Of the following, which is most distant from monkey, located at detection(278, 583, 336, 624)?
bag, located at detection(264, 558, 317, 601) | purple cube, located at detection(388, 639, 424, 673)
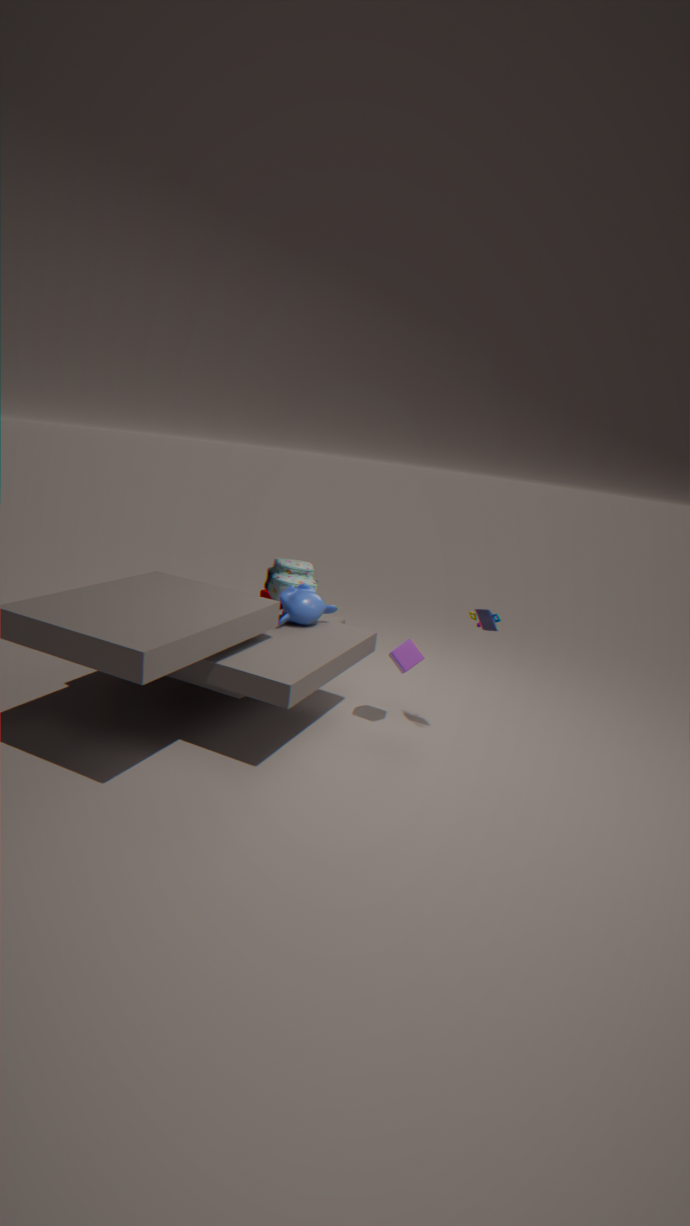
purple cube, located at detection(388, 639, 424, 673)
